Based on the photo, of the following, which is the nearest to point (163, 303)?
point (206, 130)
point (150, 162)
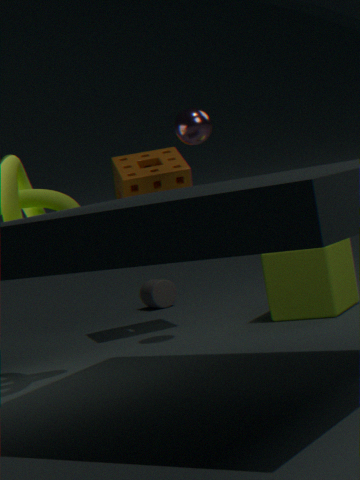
point (150, 162)
